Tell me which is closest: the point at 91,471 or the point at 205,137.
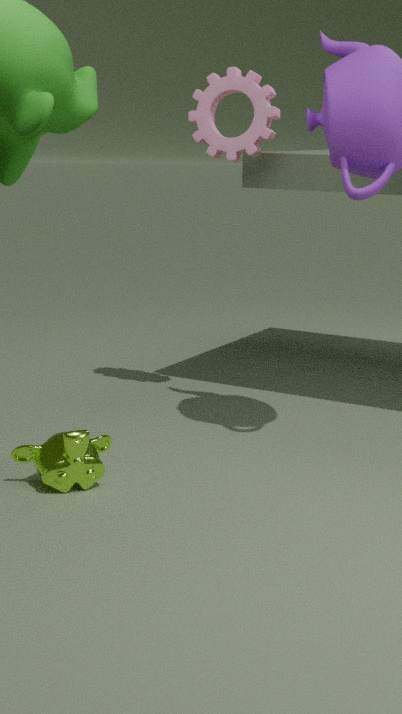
the point at 91,471
